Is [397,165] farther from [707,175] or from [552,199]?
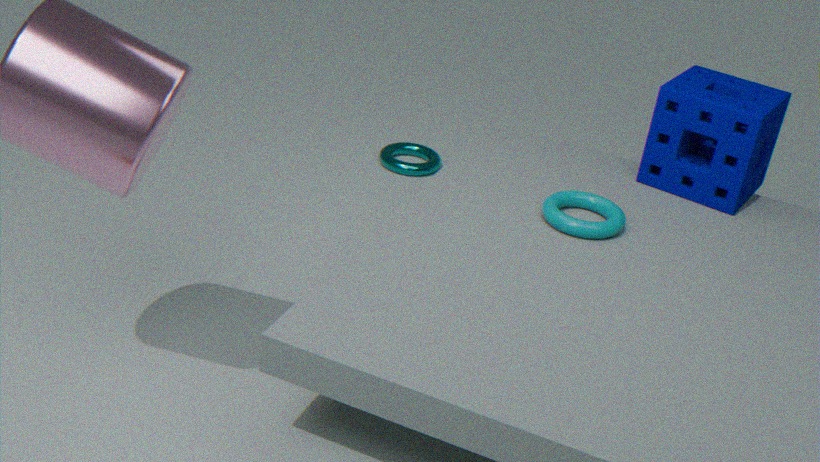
[707,175]
